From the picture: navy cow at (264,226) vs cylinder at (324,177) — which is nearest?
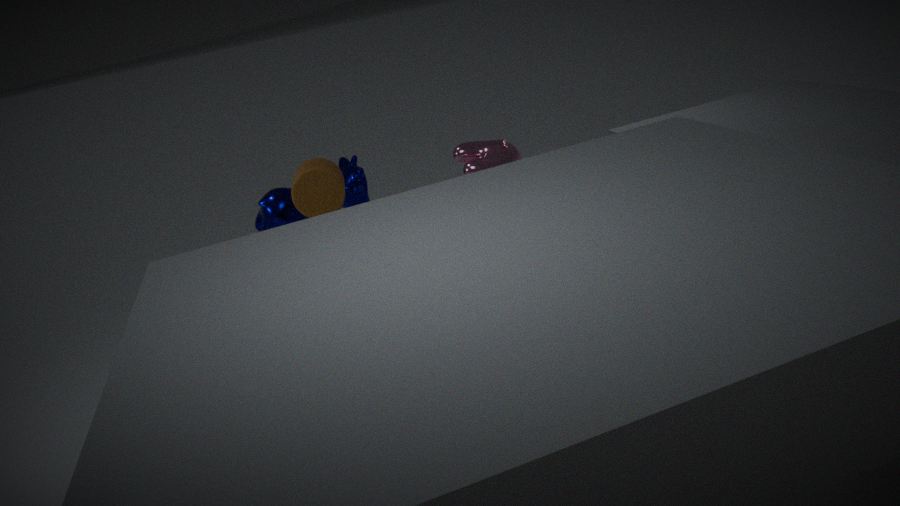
cylinder at (324,177)
